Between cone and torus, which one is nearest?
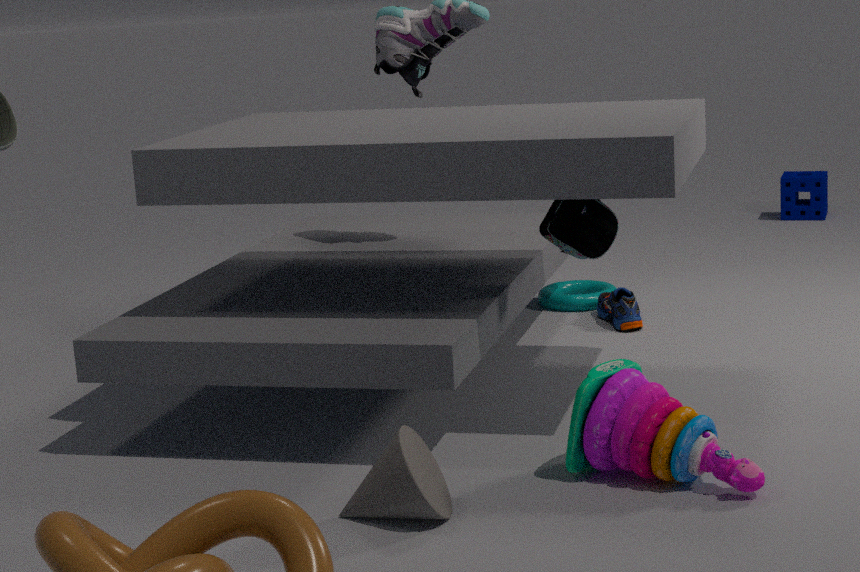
cone
